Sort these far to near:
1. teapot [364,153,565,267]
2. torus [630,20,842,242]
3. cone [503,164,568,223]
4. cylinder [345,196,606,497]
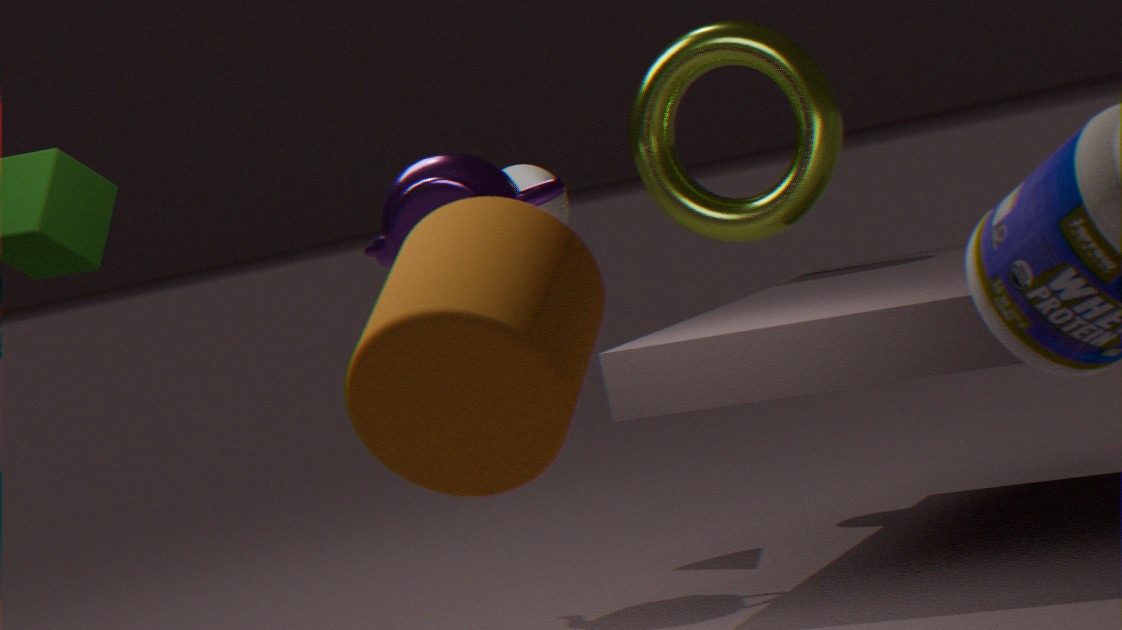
torus [630,20,842,242], cone [503,164,568,223], teapot [364,153,565,267], cylinder [345,196,606,497]
